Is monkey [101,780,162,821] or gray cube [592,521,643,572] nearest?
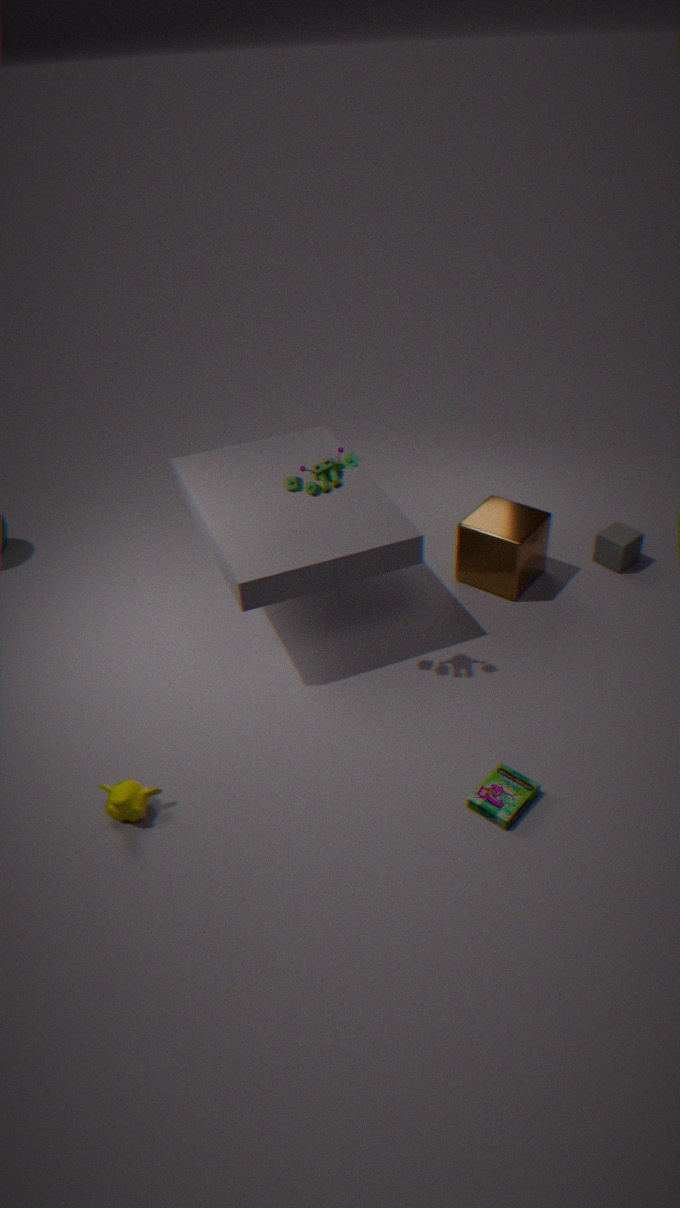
monkey [101,780,162,821]
